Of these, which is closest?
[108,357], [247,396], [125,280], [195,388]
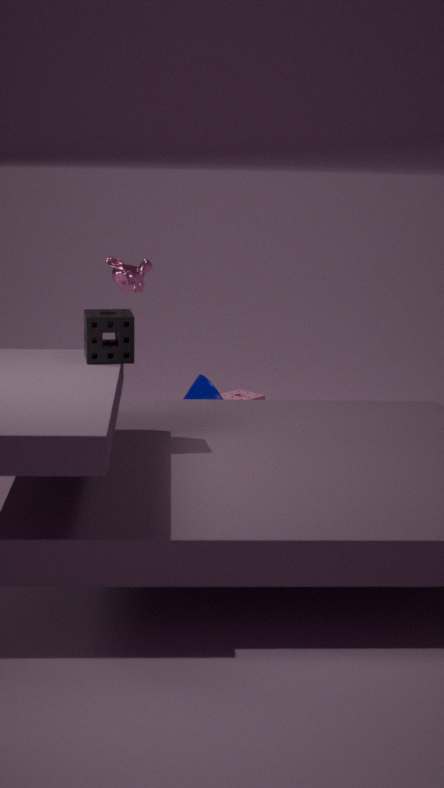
[108,357]
